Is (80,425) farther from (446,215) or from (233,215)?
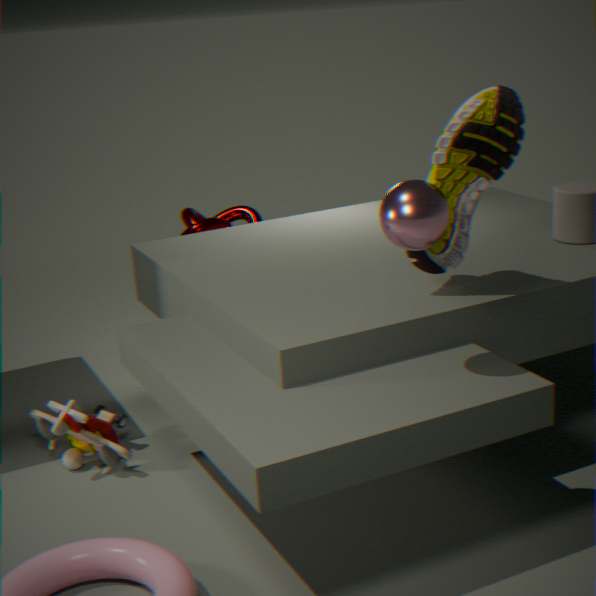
(233,215)
